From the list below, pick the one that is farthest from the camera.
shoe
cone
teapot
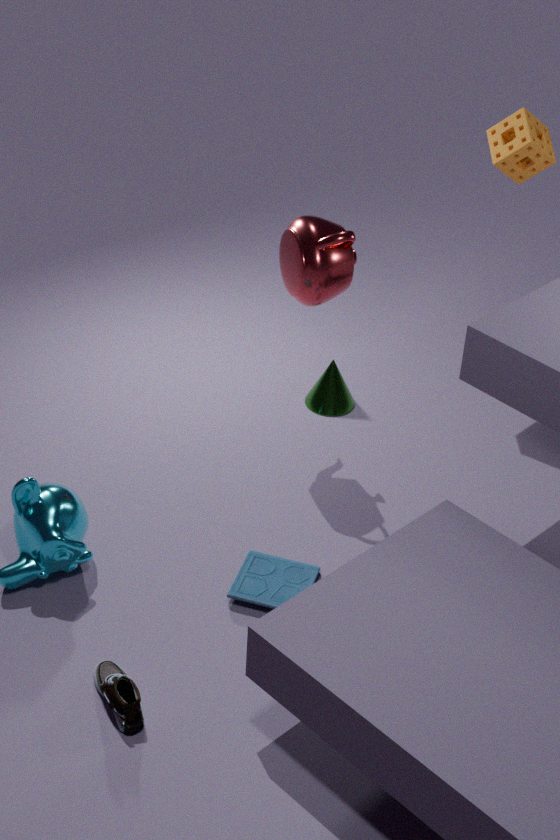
cone
